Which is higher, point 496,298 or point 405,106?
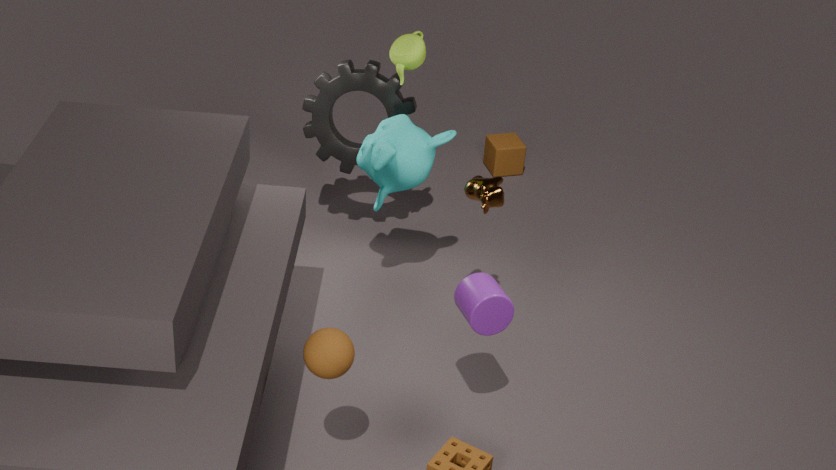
point 405,106
